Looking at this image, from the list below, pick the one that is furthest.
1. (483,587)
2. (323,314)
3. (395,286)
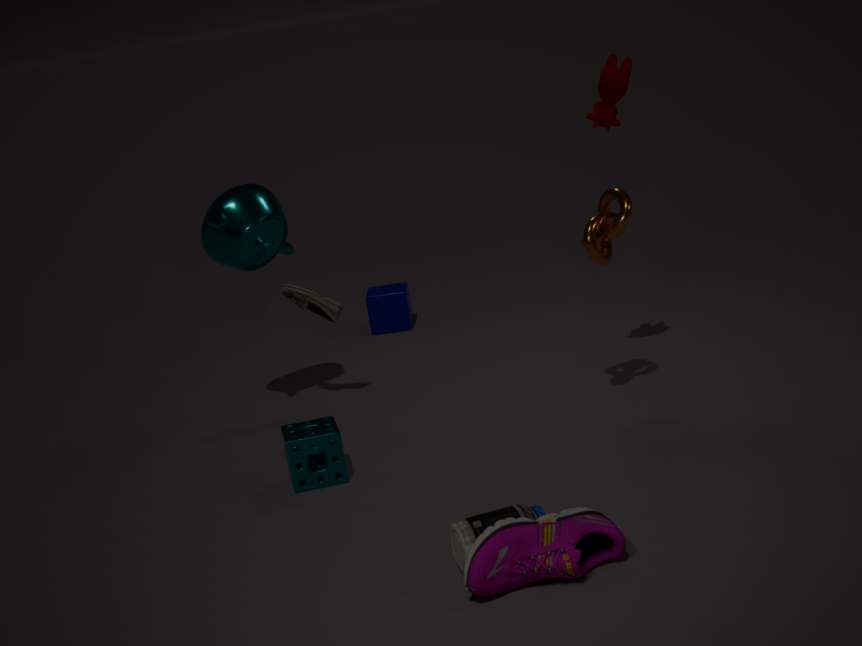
(395,286)
